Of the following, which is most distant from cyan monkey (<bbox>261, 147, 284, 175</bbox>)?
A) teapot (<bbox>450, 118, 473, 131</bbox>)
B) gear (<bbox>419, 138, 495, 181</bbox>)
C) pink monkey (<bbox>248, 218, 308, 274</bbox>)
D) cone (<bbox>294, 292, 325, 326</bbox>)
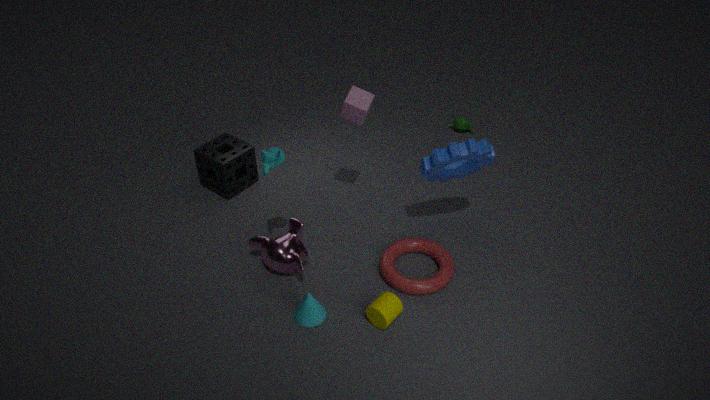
teapot (<bbox>450, 118, 473, 131</bbox>)
